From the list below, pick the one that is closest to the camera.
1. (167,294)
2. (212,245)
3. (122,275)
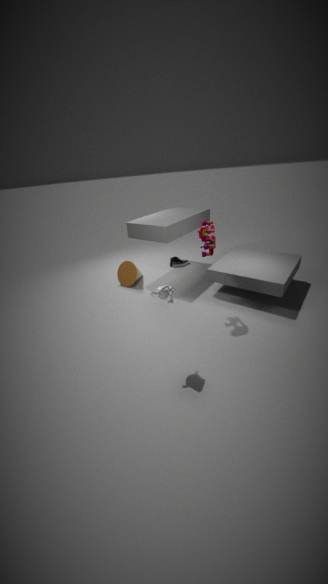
(167,294)
